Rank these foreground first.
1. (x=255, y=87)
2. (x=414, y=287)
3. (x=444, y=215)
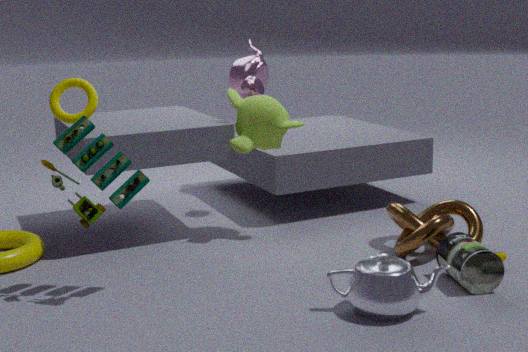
(x=414, y=287) → (x=444, y=215) → (x=255, y=87)
